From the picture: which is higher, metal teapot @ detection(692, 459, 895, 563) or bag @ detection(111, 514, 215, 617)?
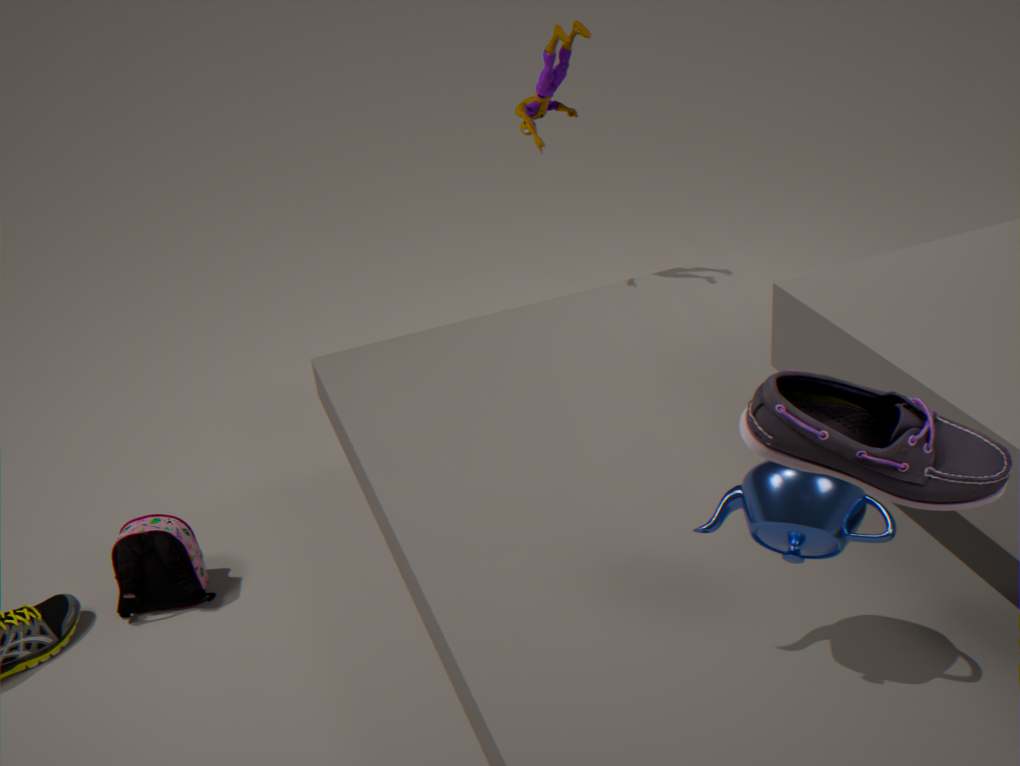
metal teapot @ detection(692, 459, 895, 563)
